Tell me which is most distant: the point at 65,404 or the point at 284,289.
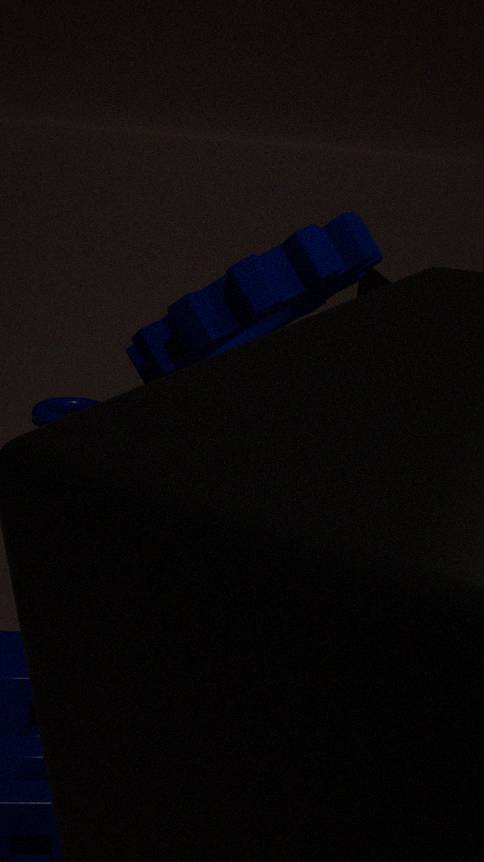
Result: the point at 65,404
